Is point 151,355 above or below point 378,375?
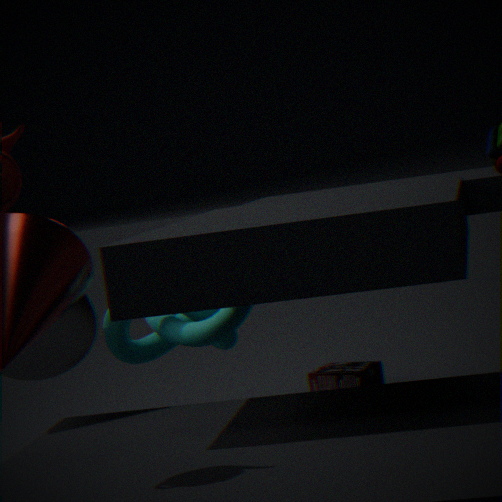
above
